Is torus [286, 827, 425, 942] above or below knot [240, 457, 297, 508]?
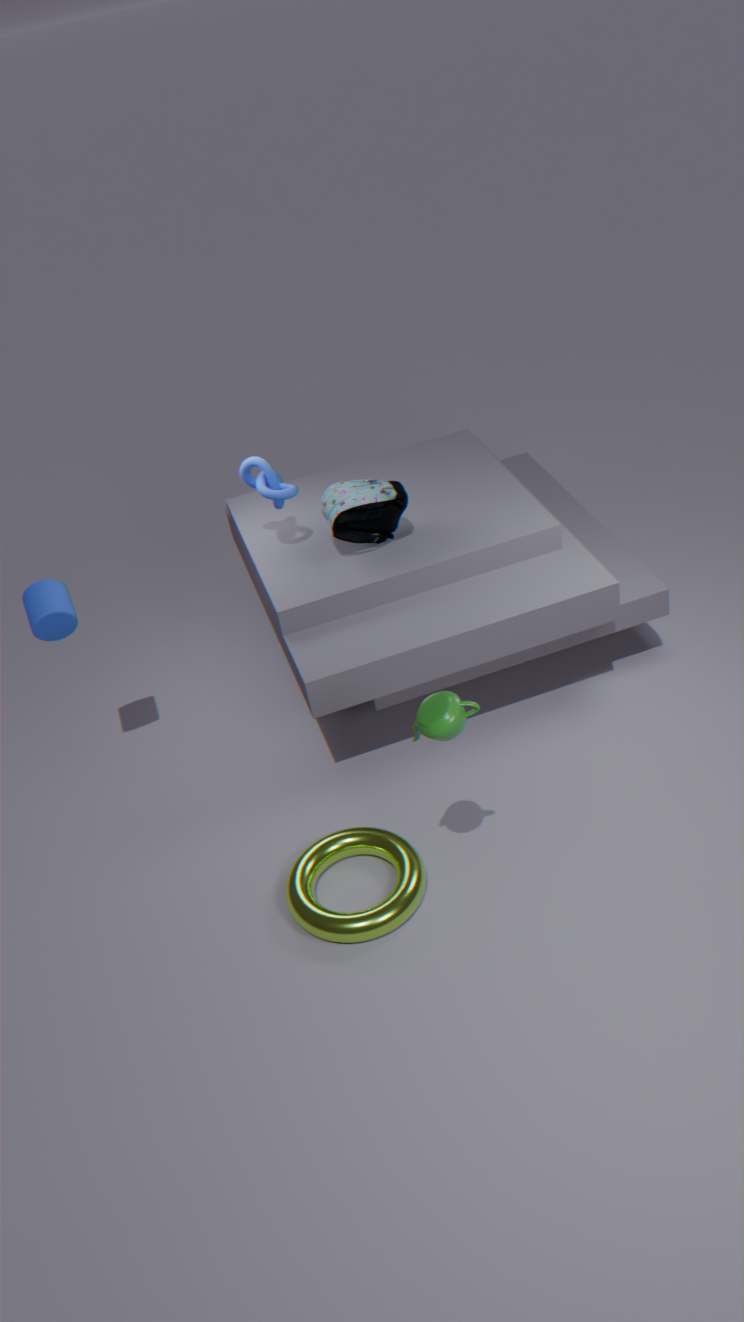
below
